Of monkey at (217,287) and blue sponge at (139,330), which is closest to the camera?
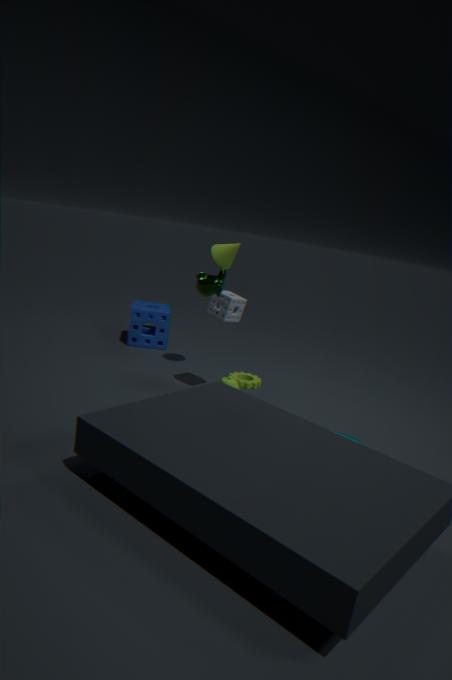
monkey at (217,287)
